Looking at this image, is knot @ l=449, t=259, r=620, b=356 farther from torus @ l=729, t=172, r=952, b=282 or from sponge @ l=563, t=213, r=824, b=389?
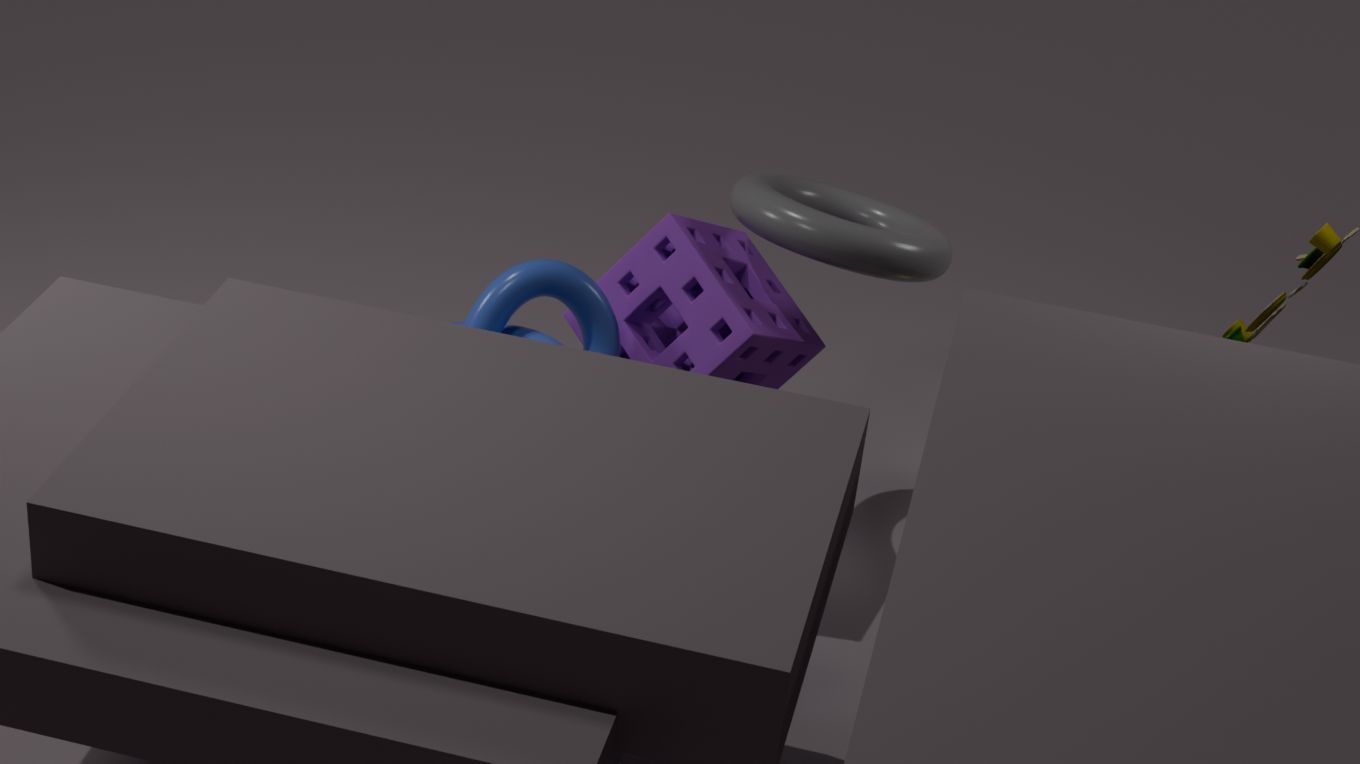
torus @ l=729, t=172, r=952, b=282
